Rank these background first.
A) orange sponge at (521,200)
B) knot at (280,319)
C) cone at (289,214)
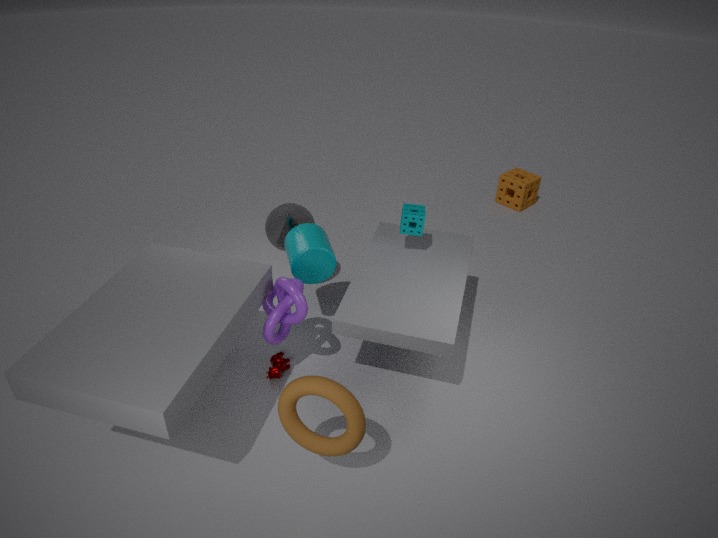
1. orange sponge at (521,200)
2. cone at (289,214)
3. knot at (280,319)
